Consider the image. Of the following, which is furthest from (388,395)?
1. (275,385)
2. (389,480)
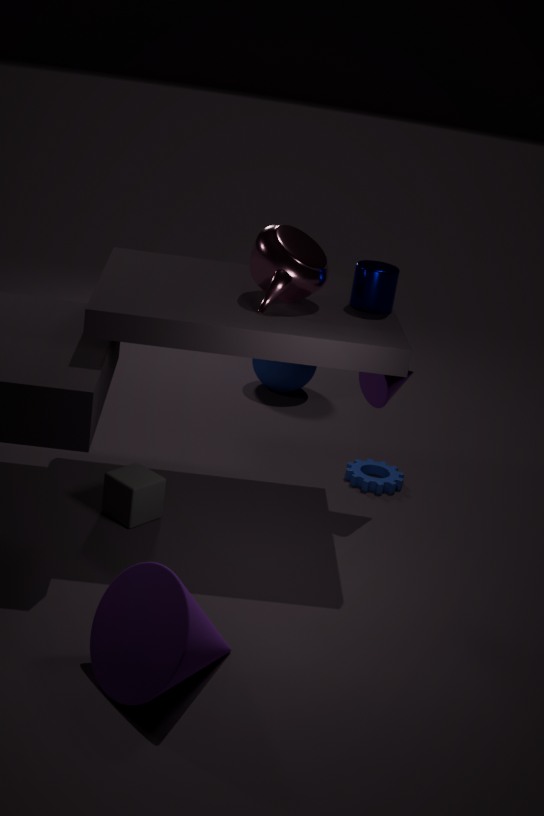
(275,385)
